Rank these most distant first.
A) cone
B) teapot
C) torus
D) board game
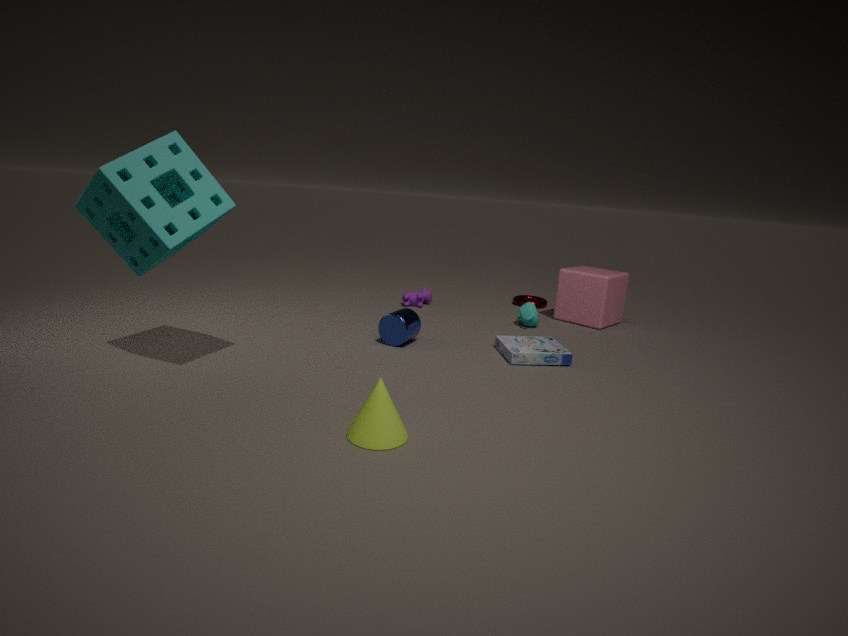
torus < teapot < board game < cone
